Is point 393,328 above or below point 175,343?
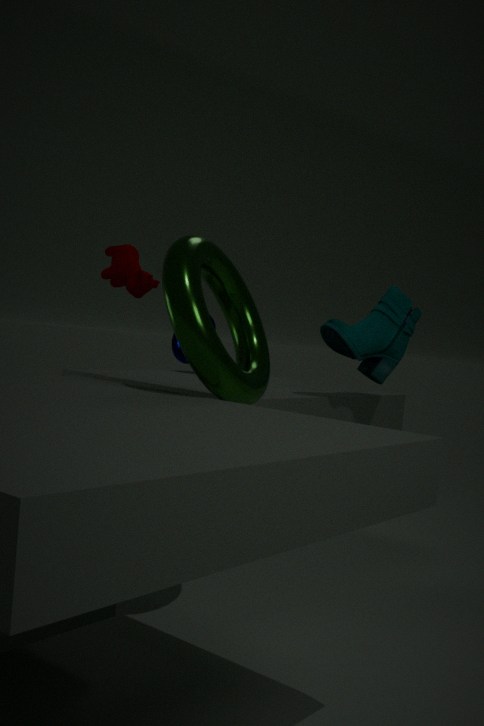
above
